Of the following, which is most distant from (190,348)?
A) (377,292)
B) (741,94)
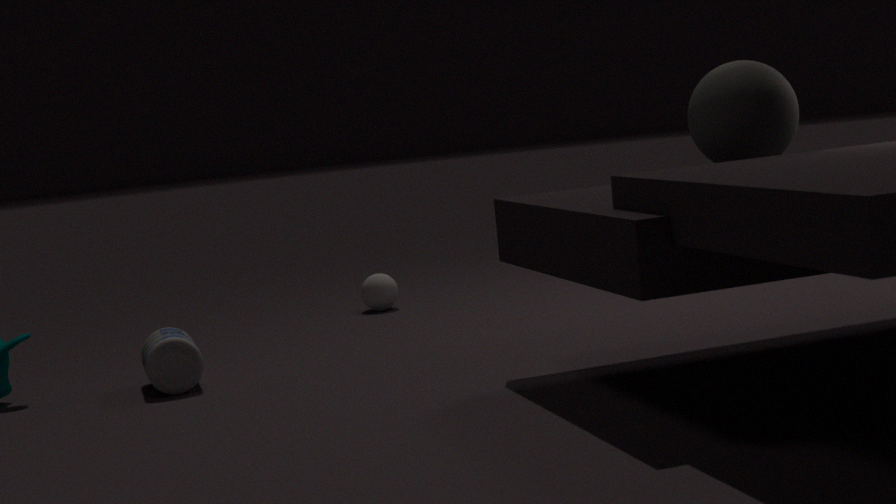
(741,94)
